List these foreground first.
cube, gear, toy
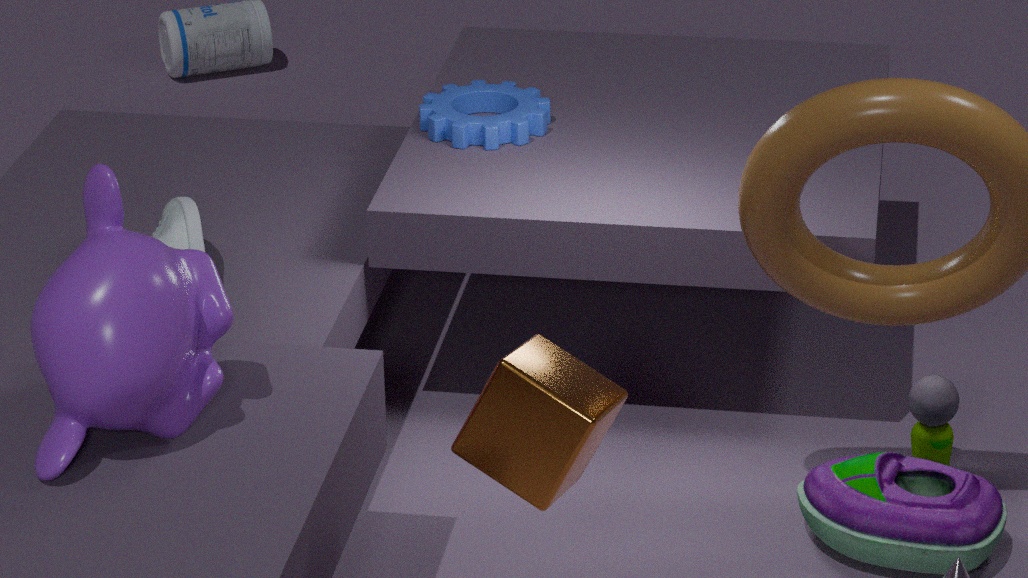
1. cube
2. toy
3. gear
